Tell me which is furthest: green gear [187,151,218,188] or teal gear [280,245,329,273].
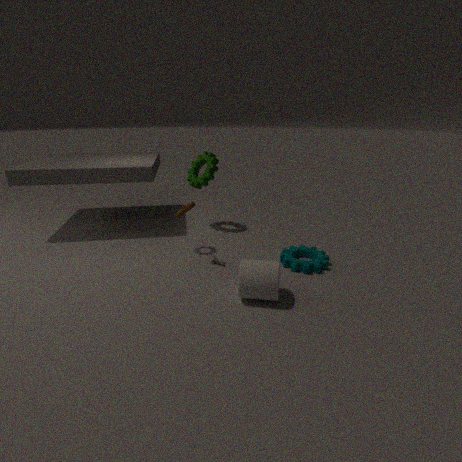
green gear [187,151,218,188]
